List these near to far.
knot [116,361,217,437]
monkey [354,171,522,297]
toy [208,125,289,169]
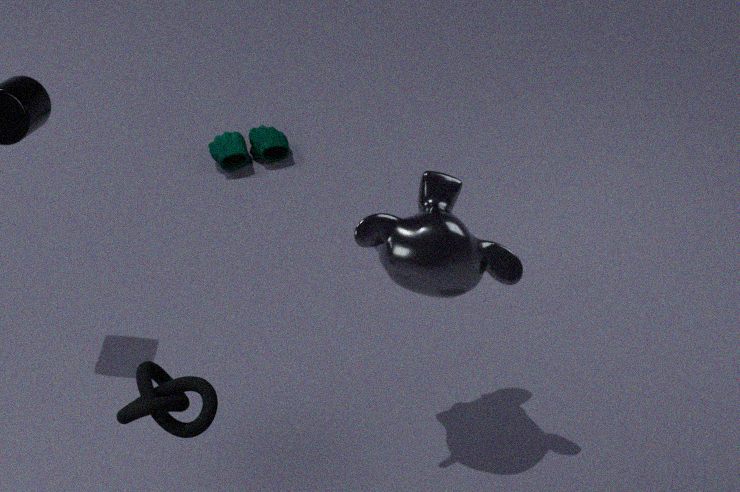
knot [116,361,217,437]
monkey [354,171,522,297]
toy [208,125,289,169]
